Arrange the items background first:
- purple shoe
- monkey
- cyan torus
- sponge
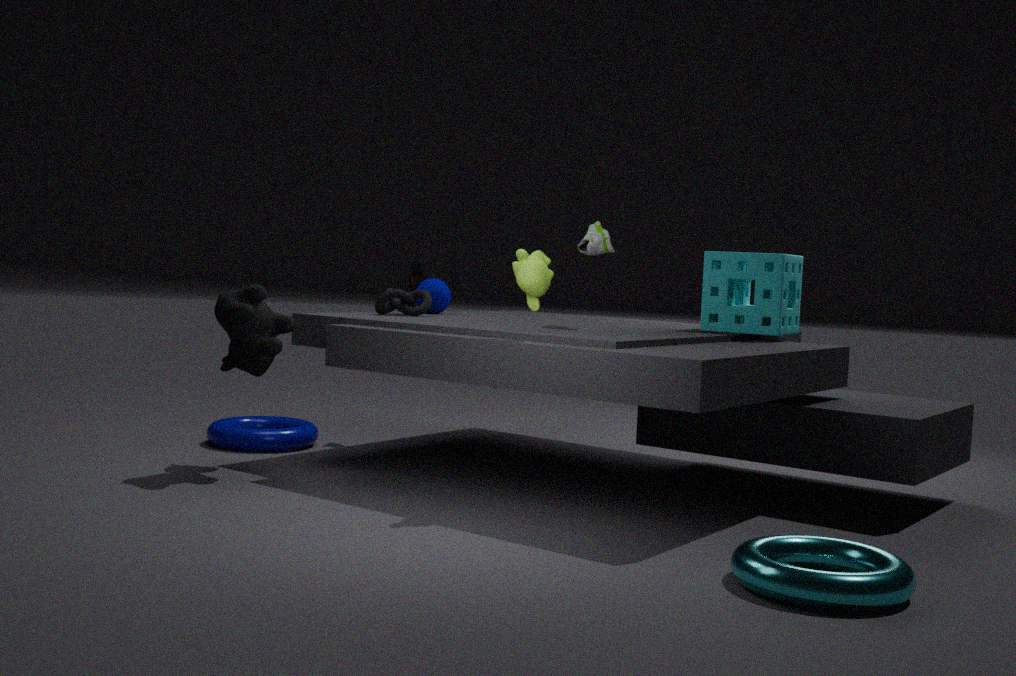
purple shoe < sponge < monkey < cyan torus
